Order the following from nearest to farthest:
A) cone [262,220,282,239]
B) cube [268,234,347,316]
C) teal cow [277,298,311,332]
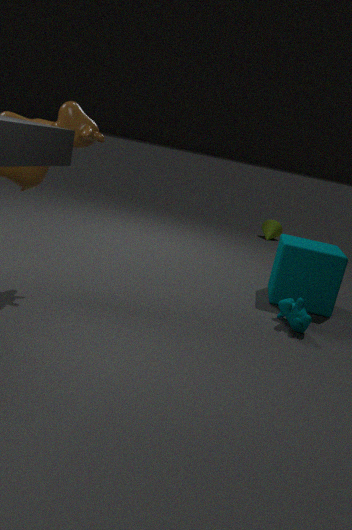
1. C. teal cow [277,298,311,332]
2. B. cube [268,234,347,316]
3. A. cone [262,220,282,239]
